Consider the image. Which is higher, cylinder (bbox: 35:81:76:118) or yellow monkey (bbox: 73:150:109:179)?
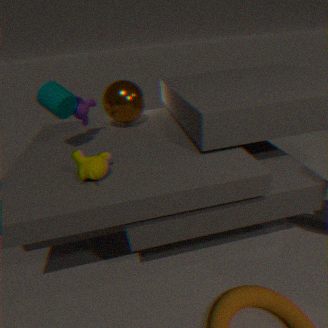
cylinder (bbox: 35:81:76:118)
